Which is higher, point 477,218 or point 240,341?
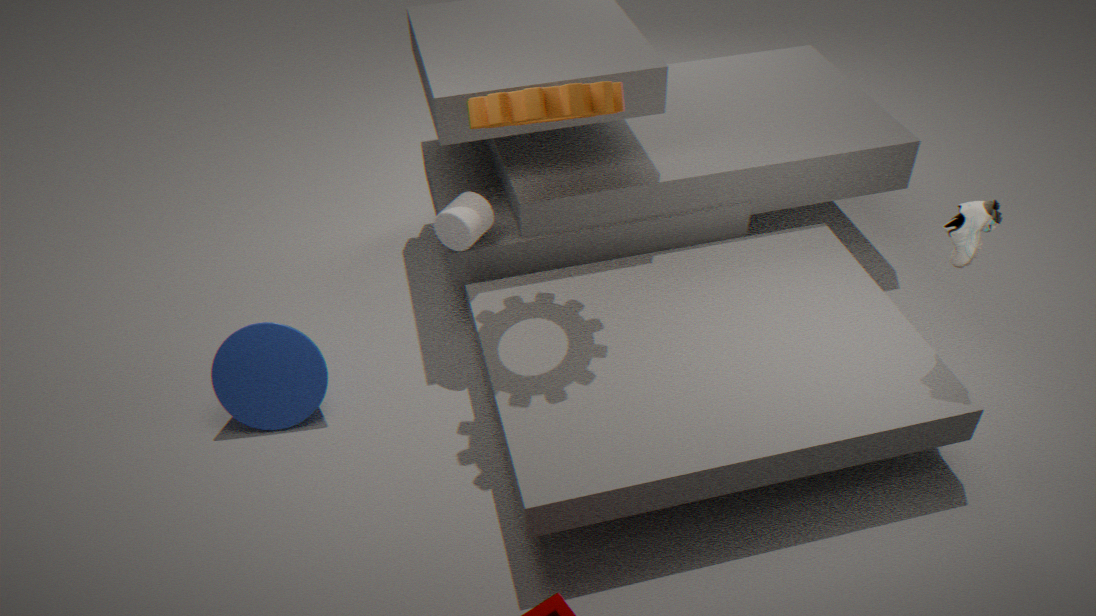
point 477,218
